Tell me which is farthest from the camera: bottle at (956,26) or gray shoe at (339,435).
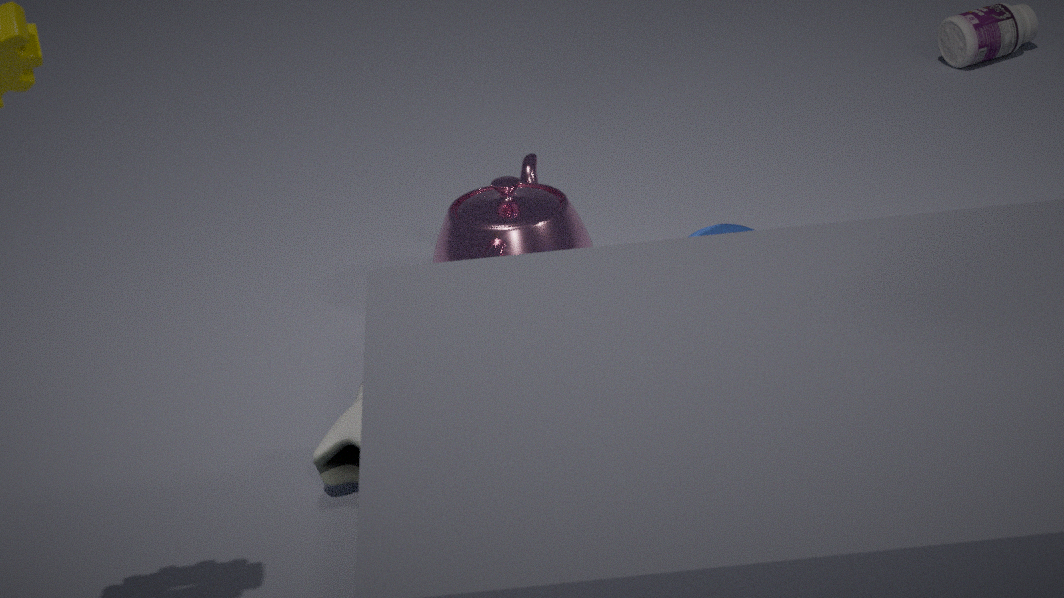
bottle at (956,26)
